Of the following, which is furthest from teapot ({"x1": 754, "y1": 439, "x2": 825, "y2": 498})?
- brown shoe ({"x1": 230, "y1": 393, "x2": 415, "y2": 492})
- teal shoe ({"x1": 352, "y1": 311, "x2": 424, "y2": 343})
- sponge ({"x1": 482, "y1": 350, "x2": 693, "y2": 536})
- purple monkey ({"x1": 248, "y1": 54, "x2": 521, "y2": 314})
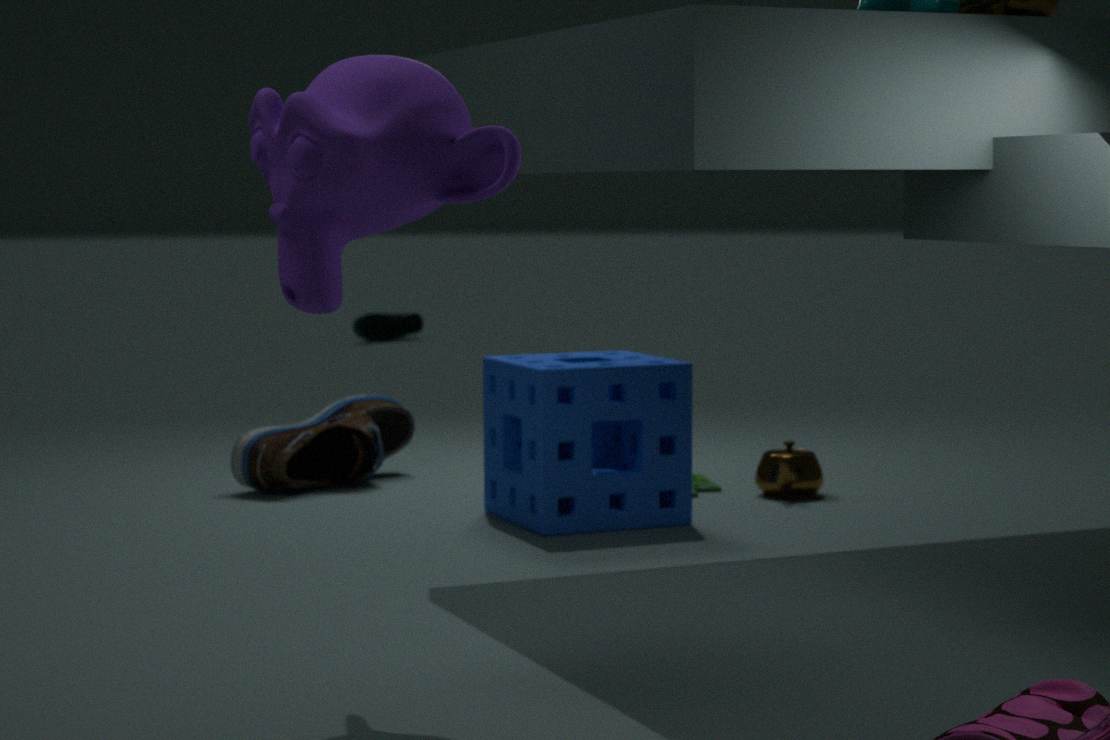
teal shoe ({"x1": 352, "y1": 311, "x2": 424, "y2": 343})
